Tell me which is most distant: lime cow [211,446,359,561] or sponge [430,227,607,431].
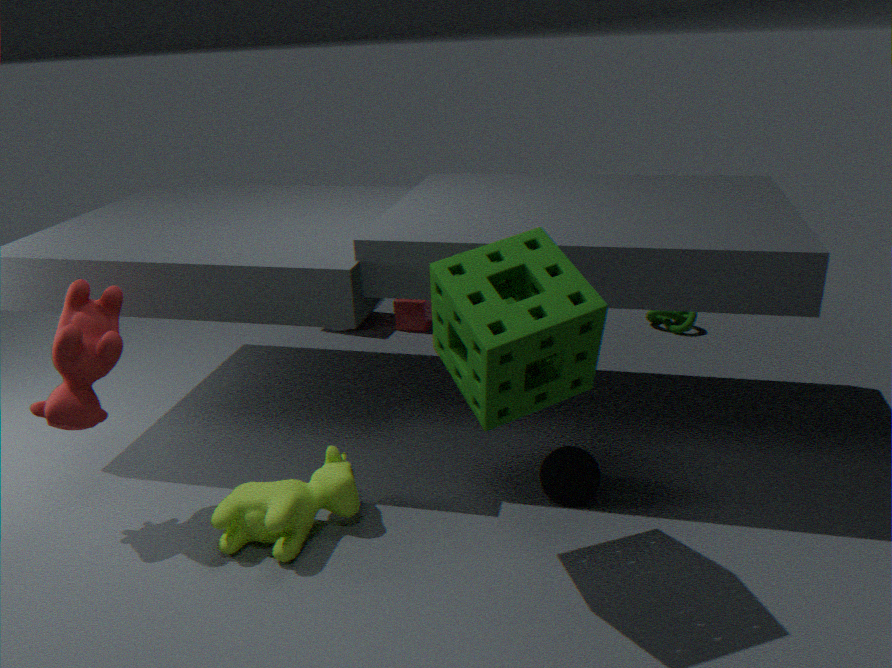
lime cow [211,446,359,561]
